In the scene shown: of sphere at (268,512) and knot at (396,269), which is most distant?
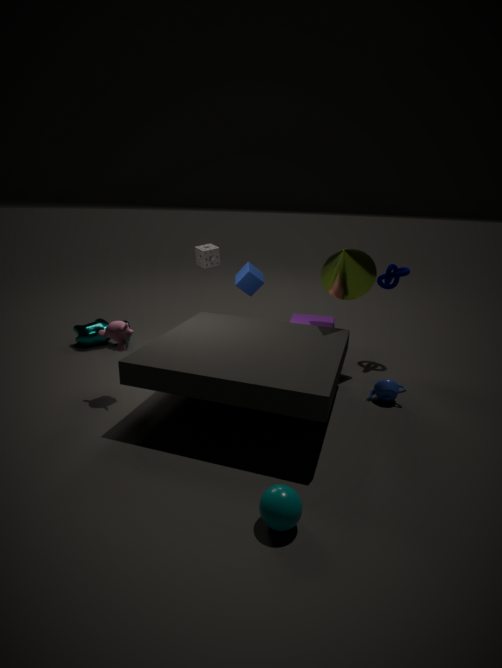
knot at (396,269)
